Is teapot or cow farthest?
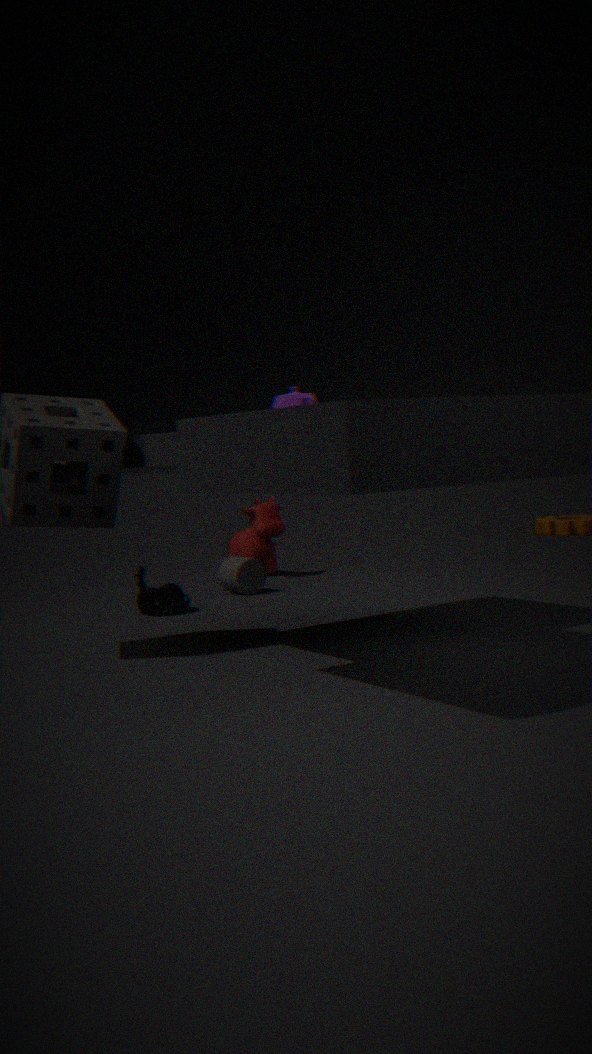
cow
